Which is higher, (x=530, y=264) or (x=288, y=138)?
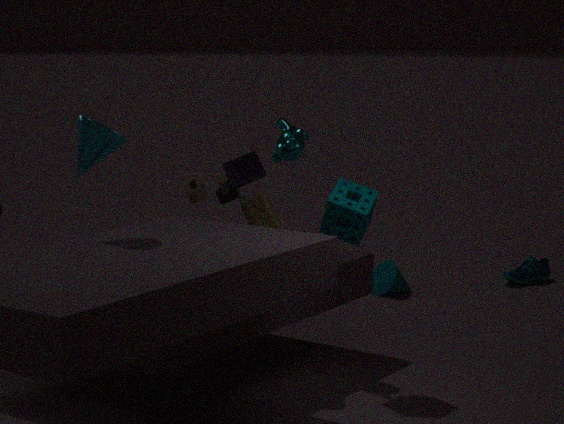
(x=288, y=138)
